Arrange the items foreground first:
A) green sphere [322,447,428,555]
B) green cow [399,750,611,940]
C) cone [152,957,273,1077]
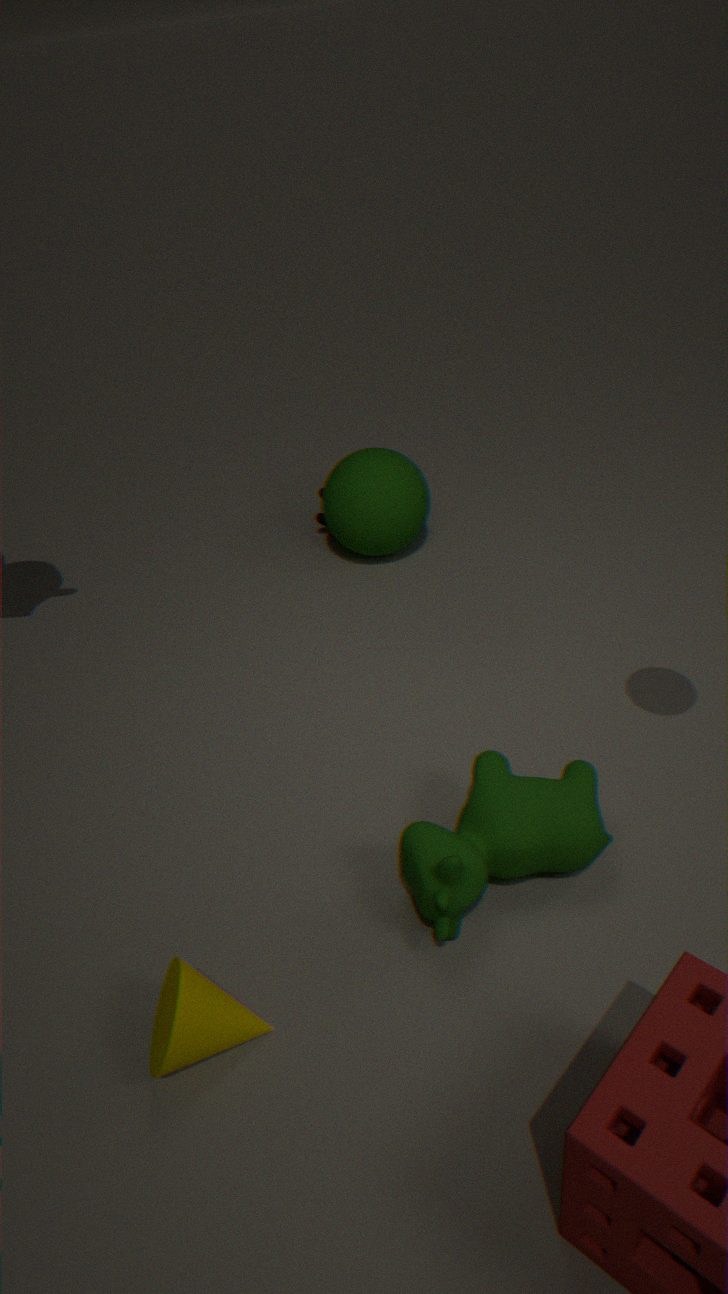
cone [152,957,273,1077], green cow [399,750,611,940], green sphere [322,447,428,555]
